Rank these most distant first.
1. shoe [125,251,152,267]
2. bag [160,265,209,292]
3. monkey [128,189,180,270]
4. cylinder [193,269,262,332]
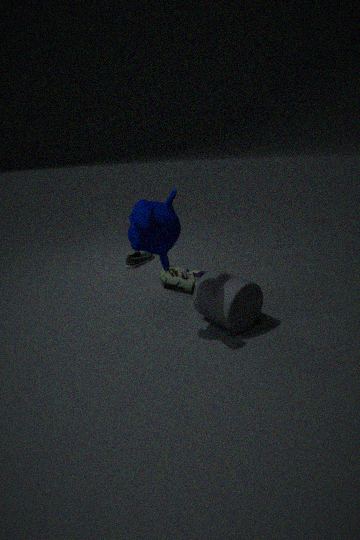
shoe [125,251,152,267]
bag [160,265,209,292]
cylinder [193,269,262,332]
monkey [128,189,180,270]
